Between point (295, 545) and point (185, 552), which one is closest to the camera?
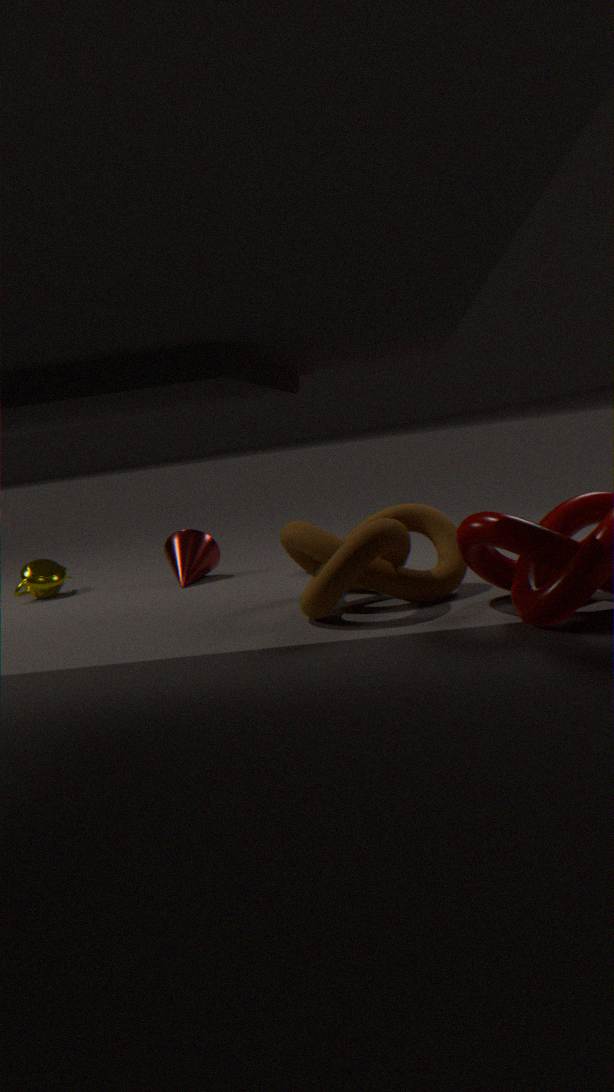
point (295, 545)
